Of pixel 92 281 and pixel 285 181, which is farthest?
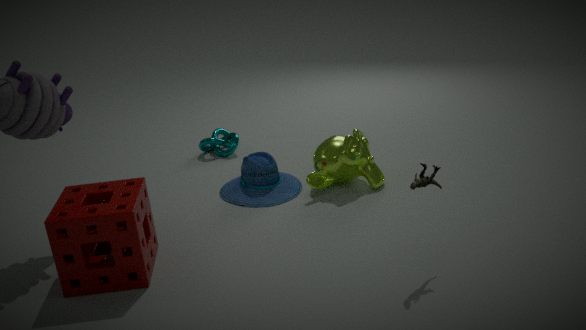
pixel 285 181
